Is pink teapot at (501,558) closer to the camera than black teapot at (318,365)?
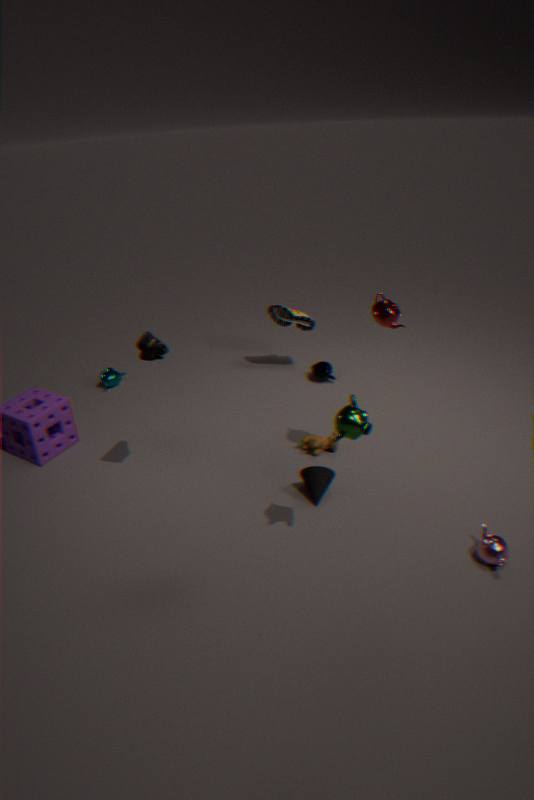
Yes
